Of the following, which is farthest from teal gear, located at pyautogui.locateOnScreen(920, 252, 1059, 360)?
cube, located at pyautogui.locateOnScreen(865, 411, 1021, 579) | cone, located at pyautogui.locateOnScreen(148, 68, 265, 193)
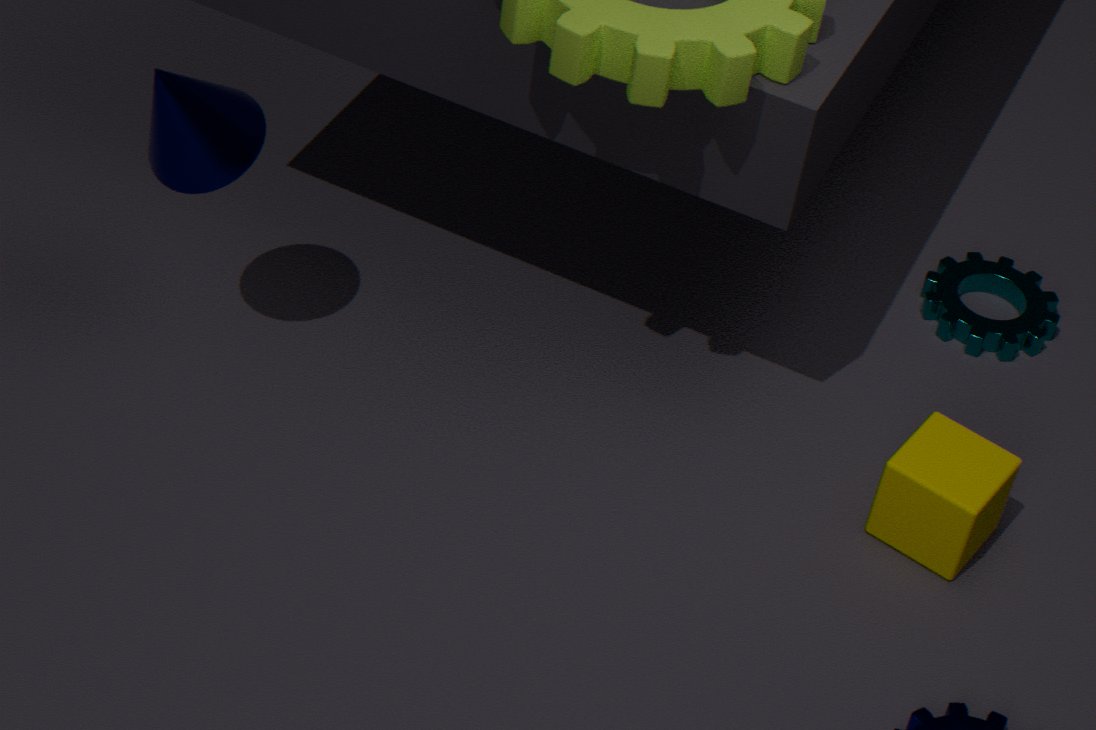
cone, located at pyautogui.locateOnScreen(148, 68, 265, 193)
